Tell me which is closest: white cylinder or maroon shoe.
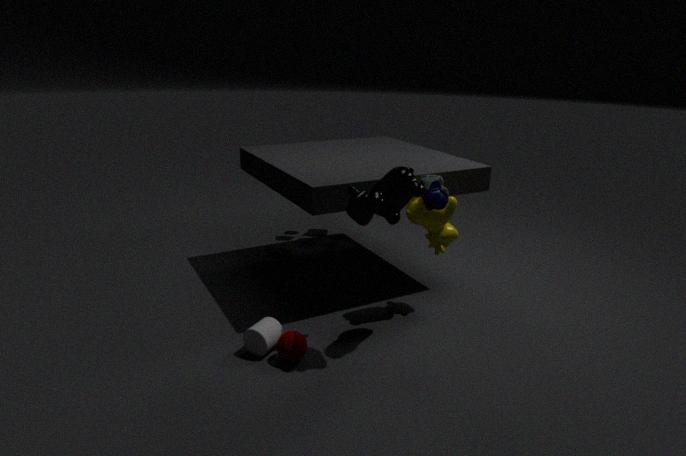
white cylinder
